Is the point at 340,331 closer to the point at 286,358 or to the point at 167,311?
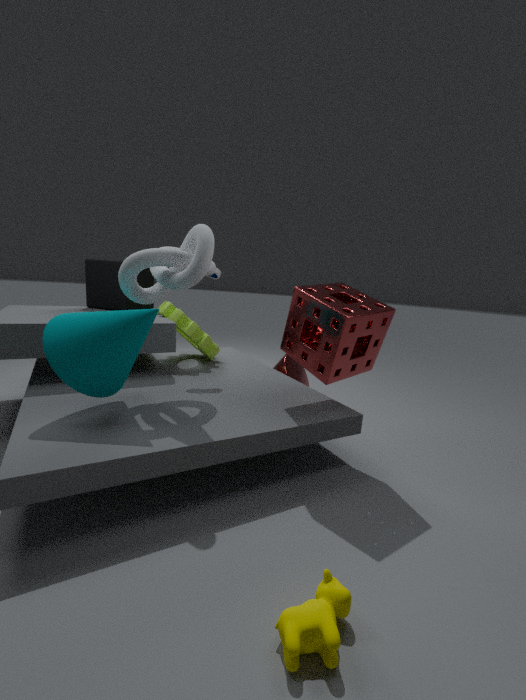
the point at 286,358
